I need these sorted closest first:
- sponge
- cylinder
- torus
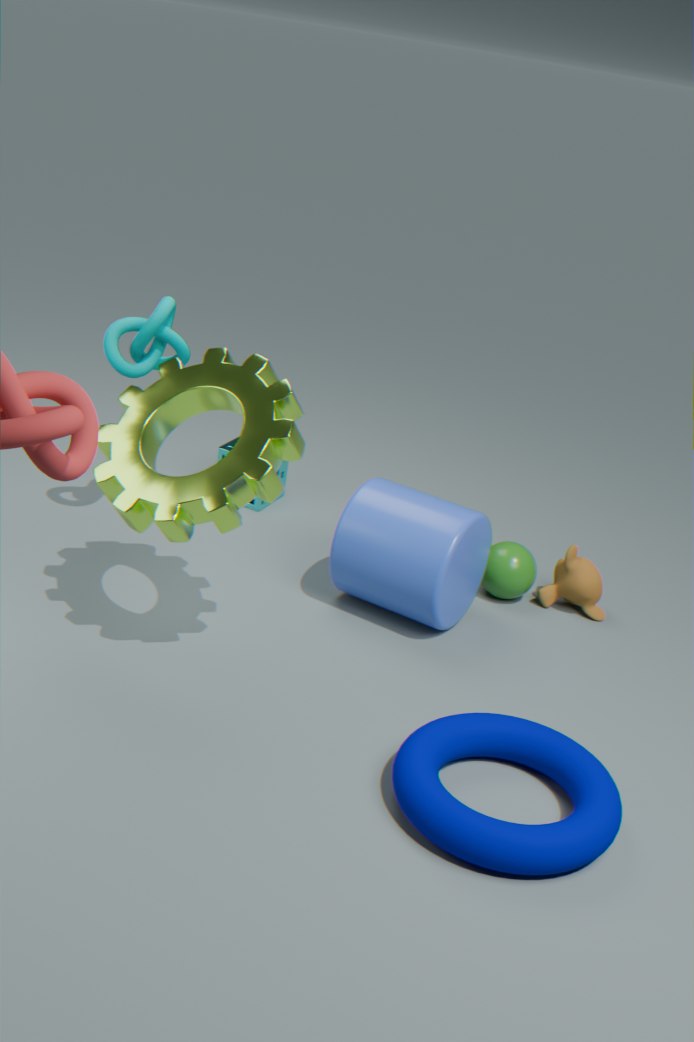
torus
cylinder
sponge
